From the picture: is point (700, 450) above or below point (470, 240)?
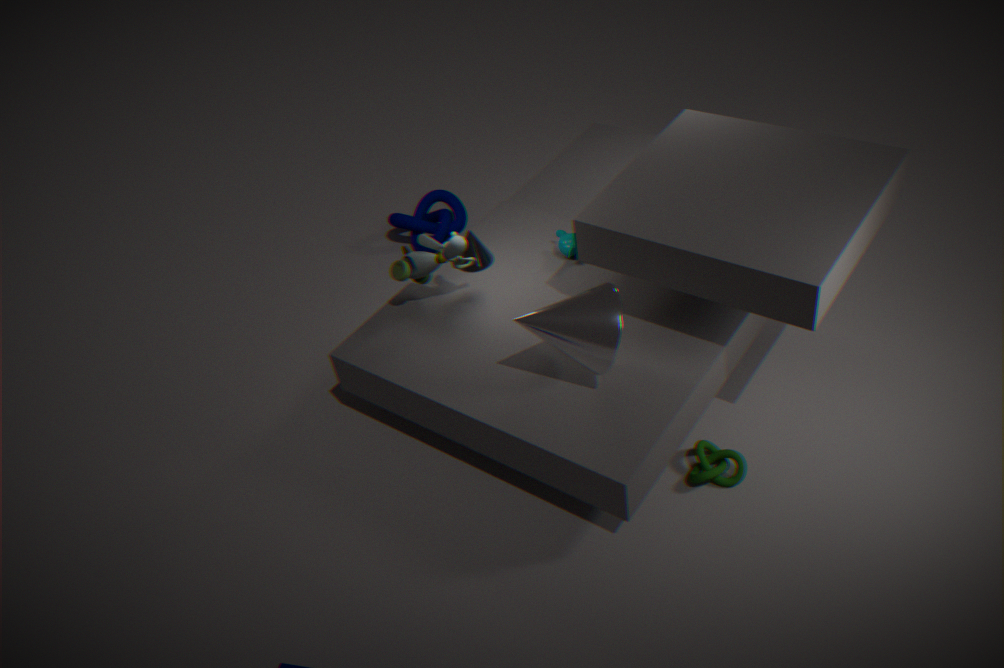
below
